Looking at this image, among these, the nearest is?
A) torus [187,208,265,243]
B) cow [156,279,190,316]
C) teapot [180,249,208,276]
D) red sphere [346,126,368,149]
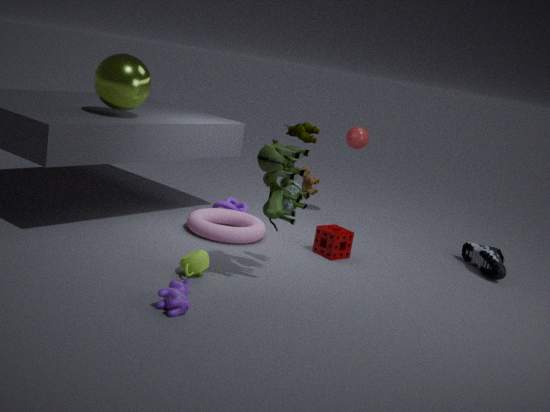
cow [156,279,190,316]
